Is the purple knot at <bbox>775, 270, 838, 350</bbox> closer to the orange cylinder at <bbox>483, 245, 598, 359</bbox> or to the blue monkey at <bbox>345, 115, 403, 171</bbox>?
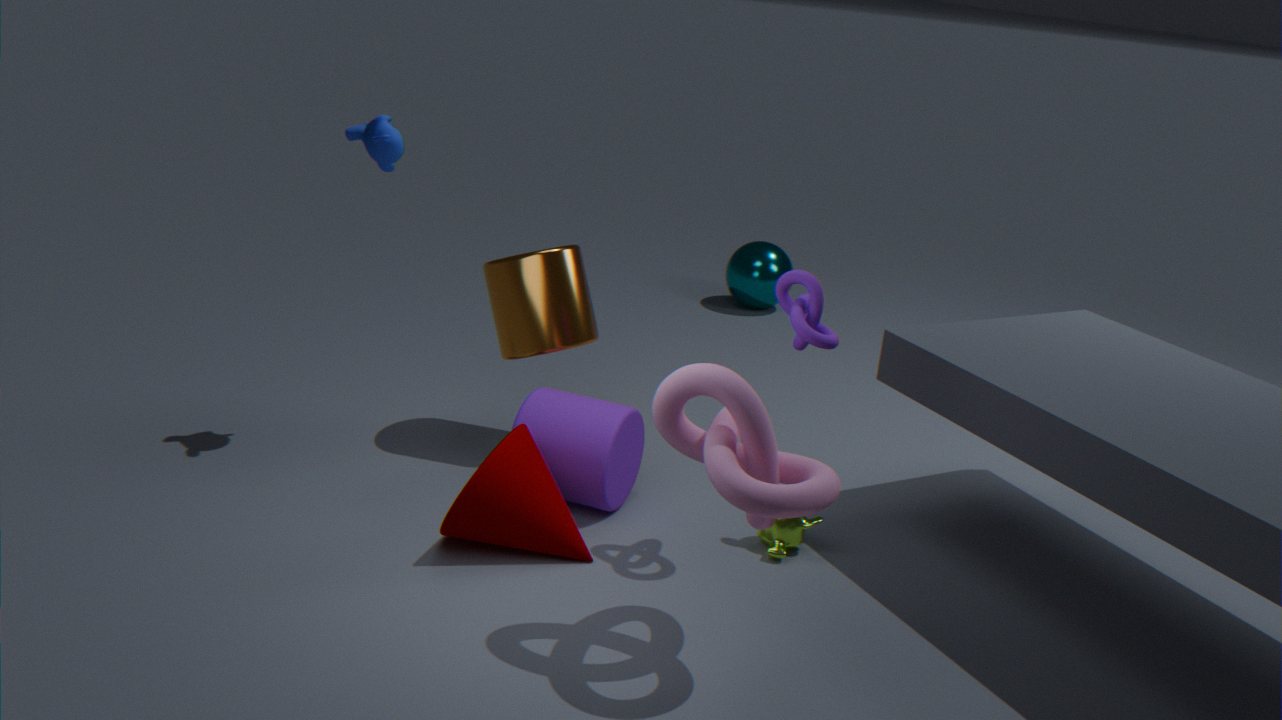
the orange cylinder at <bbox>483, 245, 598, 359</bbox>
